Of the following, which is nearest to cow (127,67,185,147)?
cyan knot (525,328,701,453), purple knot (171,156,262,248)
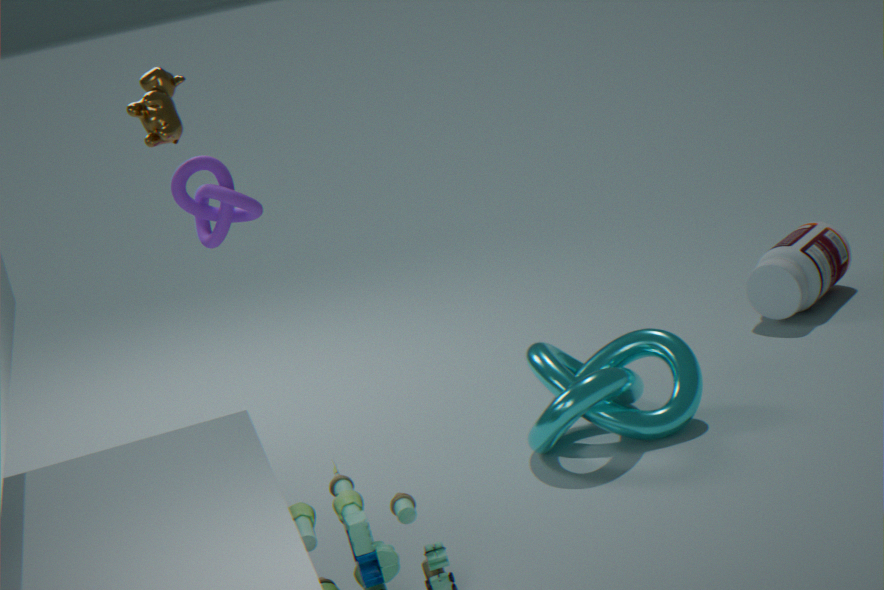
purple knot (171,156,262,248)
